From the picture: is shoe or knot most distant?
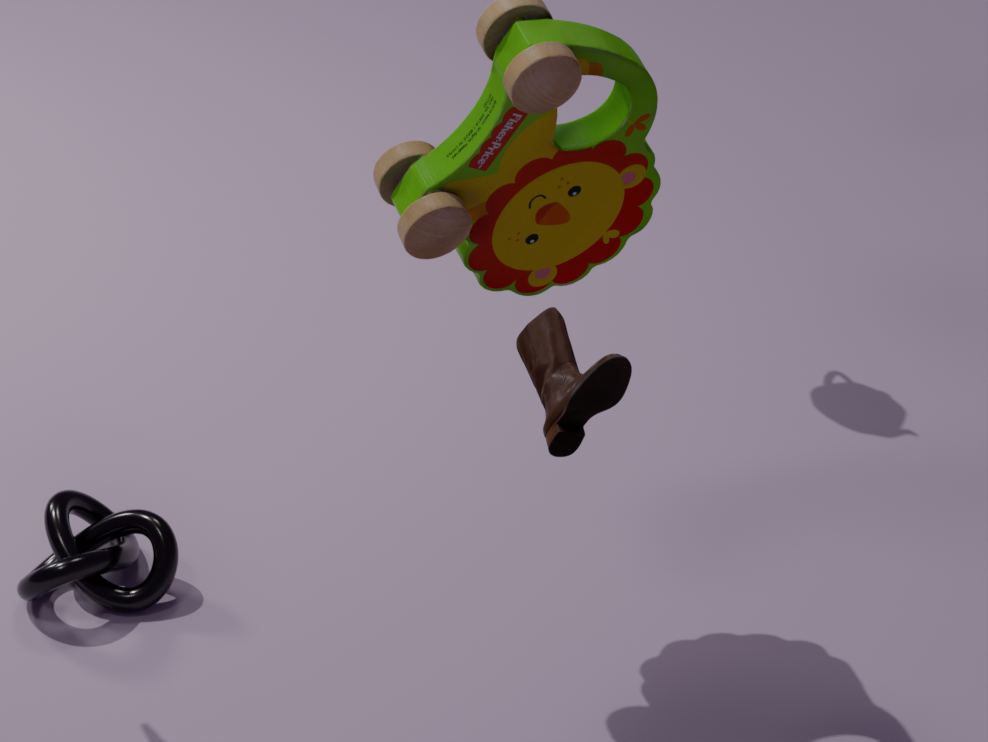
knot
